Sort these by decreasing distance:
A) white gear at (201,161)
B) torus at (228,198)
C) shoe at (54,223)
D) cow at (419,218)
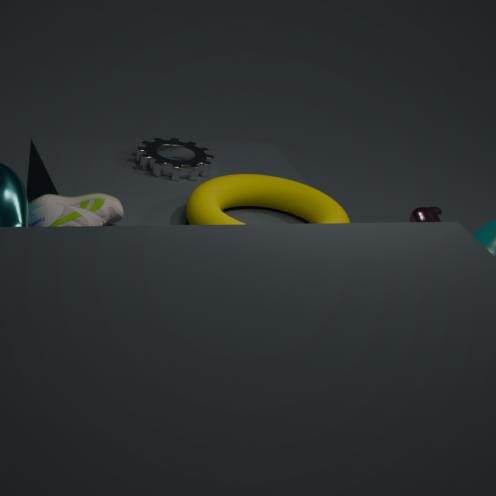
white gear at (201,161), cow at (419,218), torus at (228,198), shoe at (54,223)
